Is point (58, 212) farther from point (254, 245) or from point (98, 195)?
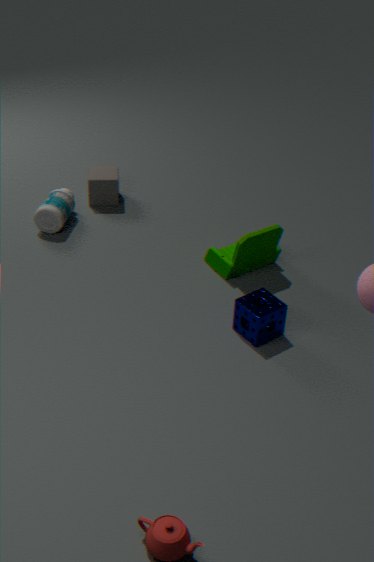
point (254, 245)
